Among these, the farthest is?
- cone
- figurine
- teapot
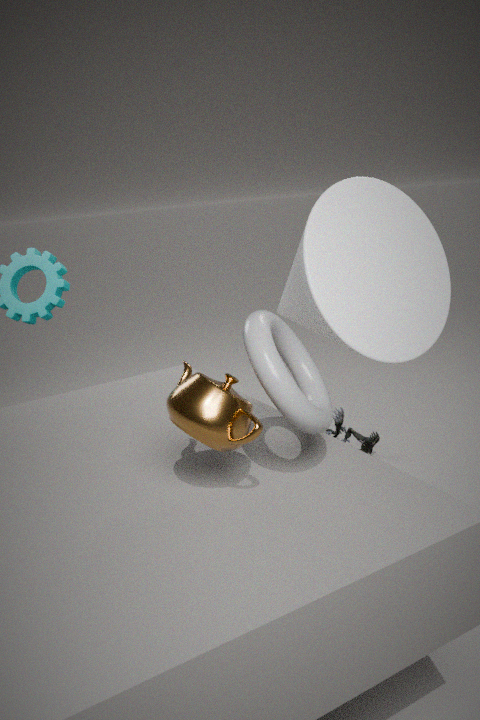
figurine
